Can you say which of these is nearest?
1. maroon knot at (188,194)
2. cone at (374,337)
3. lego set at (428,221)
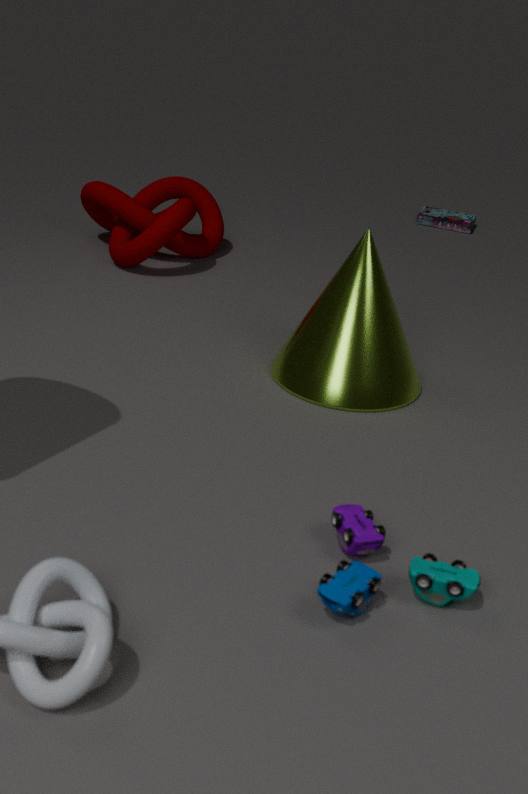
cone at (374,337)
